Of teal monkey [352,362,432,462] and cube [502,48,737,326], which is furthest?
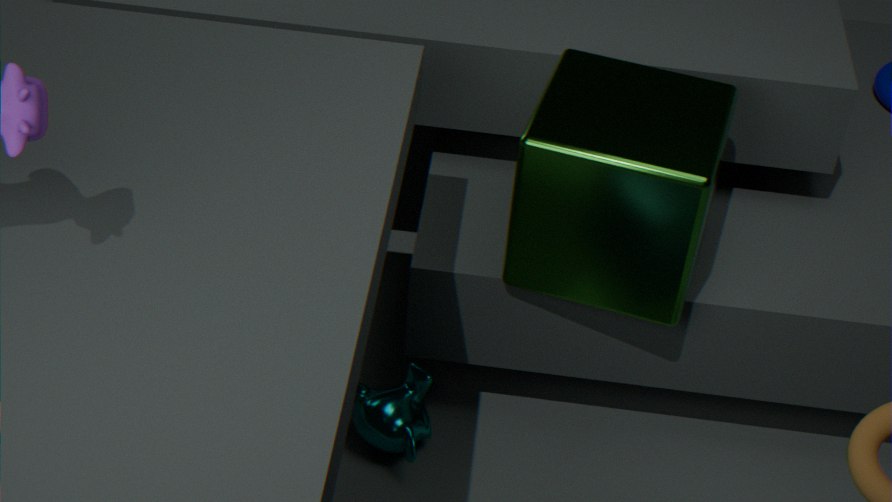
teal monkey [352,362,432,462]
